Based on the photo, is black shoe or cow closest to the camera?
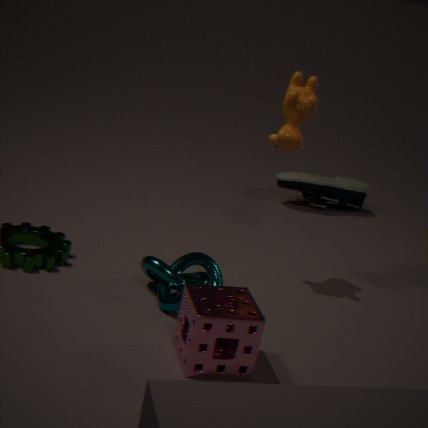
cow
